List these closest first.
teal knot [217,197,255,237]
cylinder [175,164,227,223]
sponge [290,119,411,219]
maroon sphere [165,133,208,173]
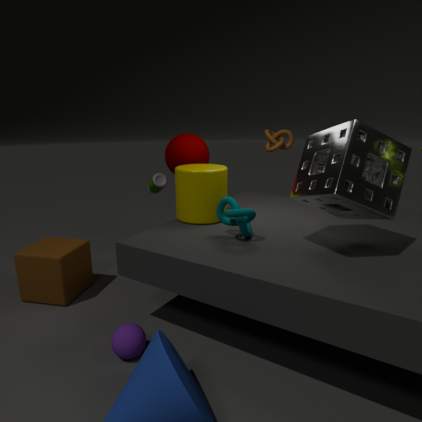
sponge [290,119,411,219]
teal knot [217,197,255,237]
cylinder [175,164,227,223]
maroon sphere [165,133,208,173]
